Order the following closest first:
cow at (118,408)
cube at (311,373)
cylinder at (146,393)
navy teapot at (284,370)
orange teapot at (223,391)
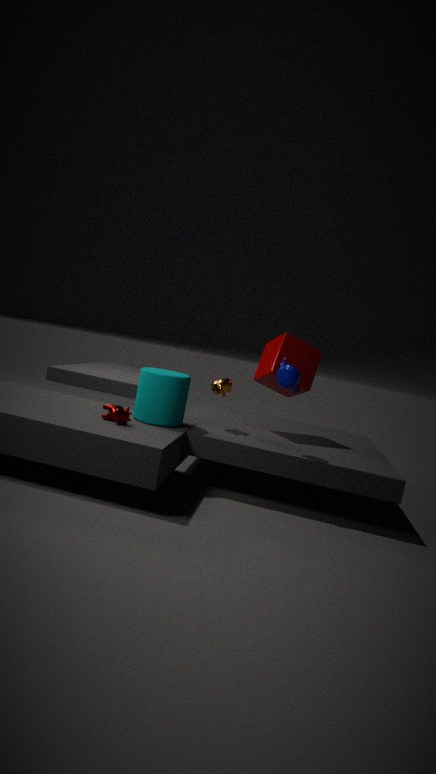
cow at (118,408) < navy teapot at (284,370) < cylinder at (146,393) < orange teapot at (223,391) < cube at (311,373)
